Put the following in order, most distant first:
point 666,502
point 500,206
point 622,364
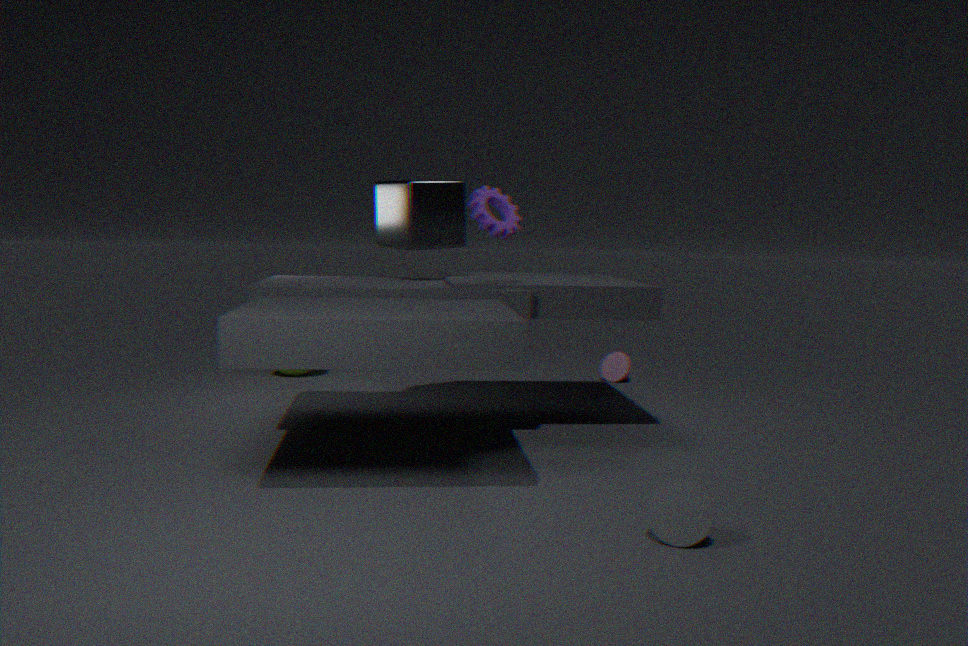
1. point 622,364
2. point 500,206
3. point 666,502
